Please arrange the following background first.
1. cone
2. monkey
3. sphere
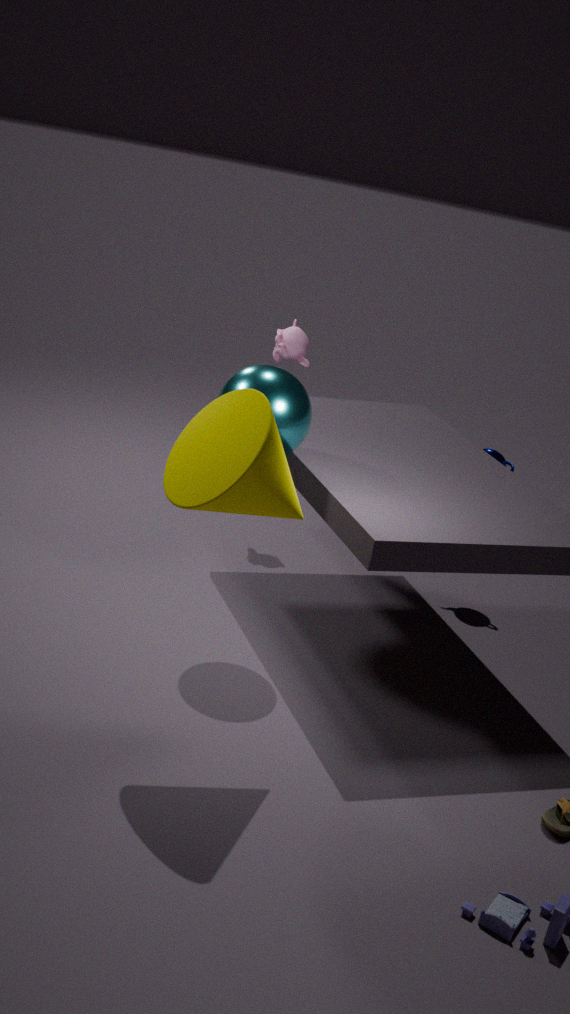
monkey < sphere < cone
